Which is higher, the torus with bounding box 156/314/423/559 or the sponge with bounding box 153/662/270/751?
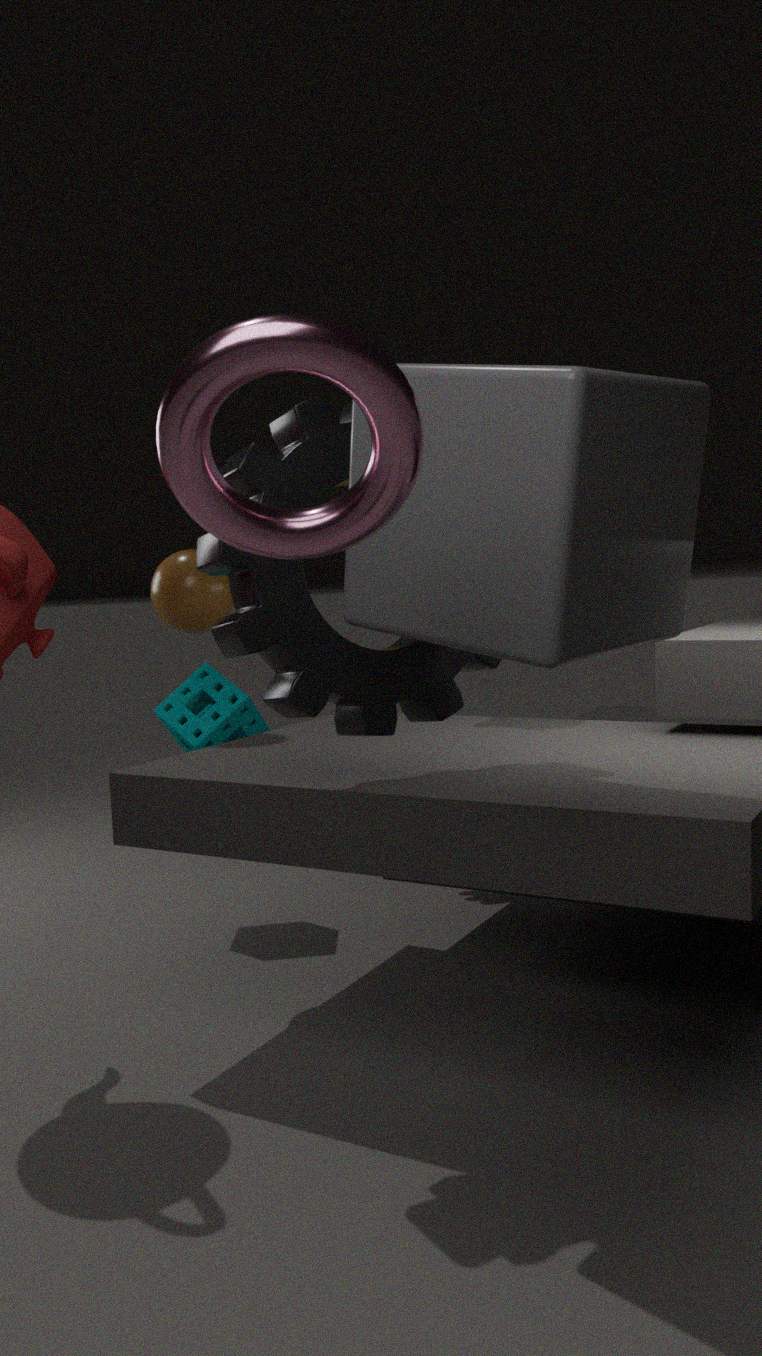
the torus with bounding box 156/314/423/559
